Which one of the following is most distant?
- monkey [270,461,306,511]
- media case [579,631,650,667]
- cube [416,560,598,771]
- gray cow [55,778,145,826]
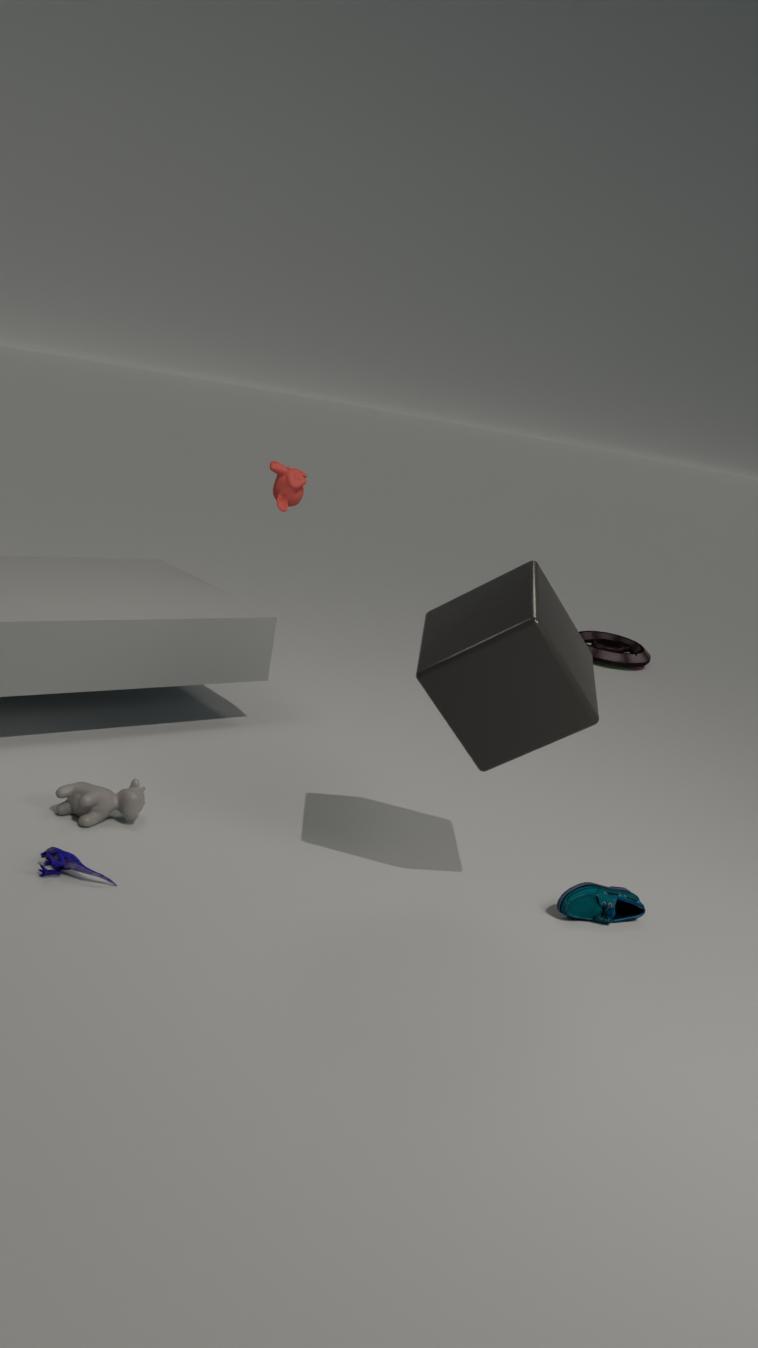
media case [579,631,650,667]
